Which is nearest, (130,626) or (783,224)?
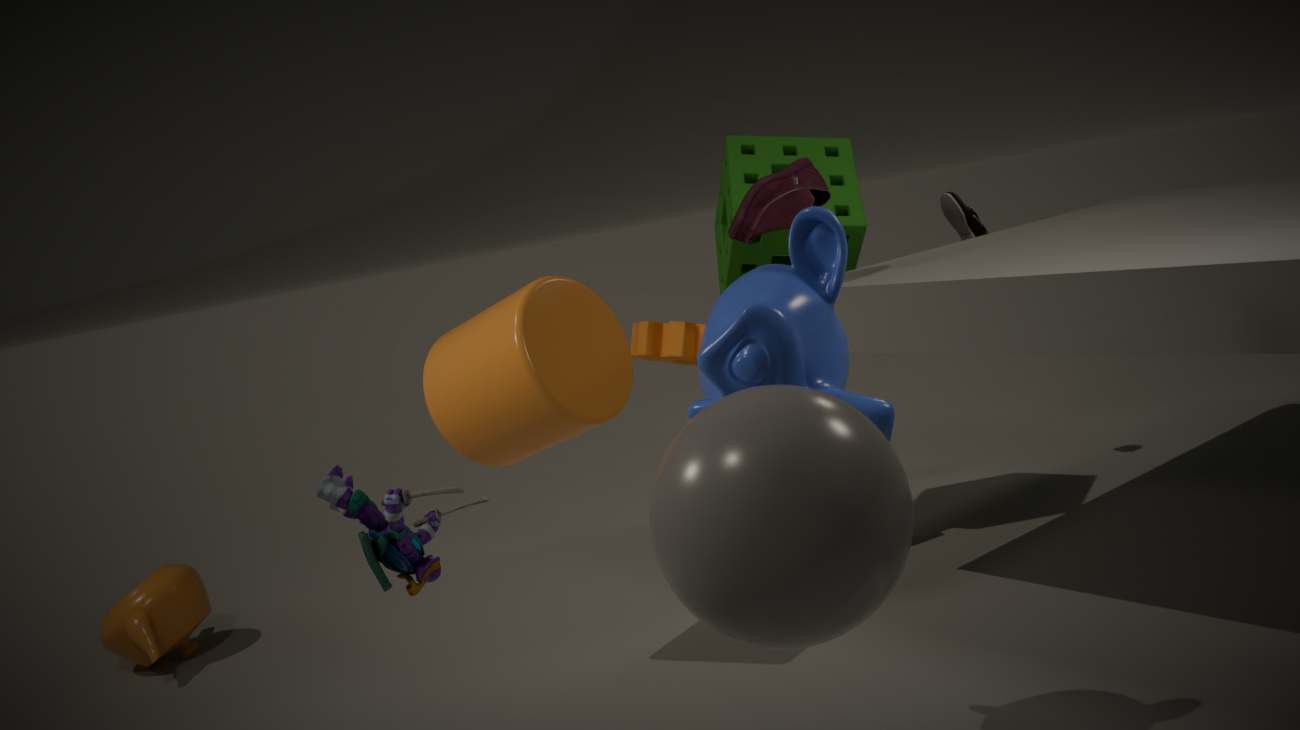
(783,224)
